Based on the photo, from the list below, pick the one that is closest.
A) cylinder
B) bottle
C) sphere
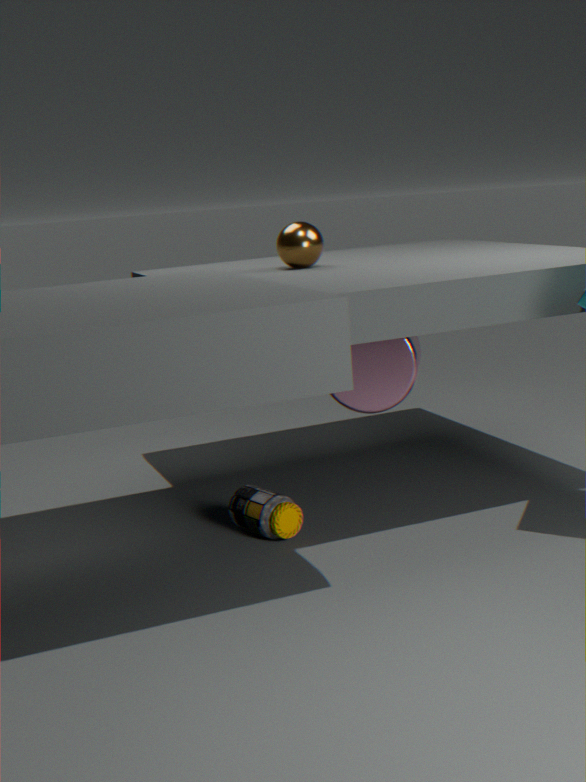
bottle
